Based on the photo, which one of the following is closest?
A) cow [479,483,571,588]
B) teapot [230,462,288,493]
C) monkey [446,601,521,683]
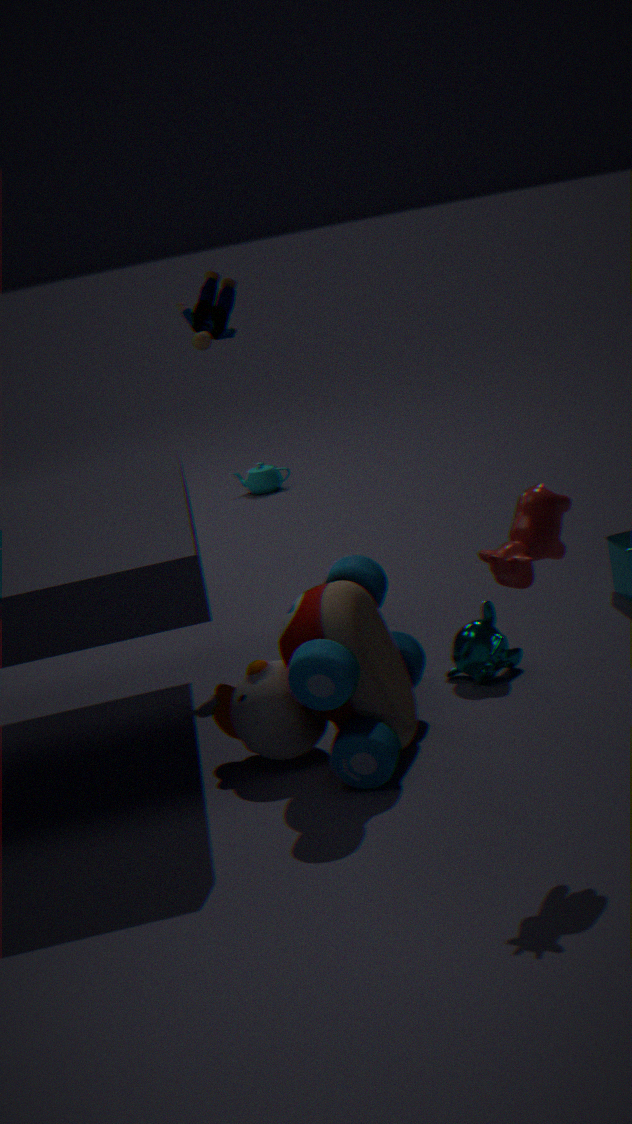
cow [479,483,571,588]
